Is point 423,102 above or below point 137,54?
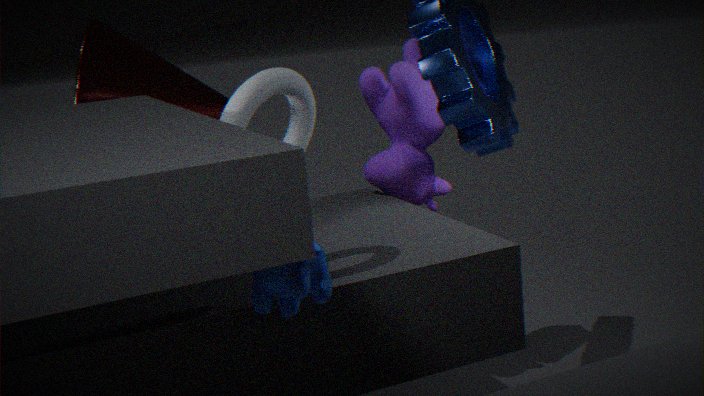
below
